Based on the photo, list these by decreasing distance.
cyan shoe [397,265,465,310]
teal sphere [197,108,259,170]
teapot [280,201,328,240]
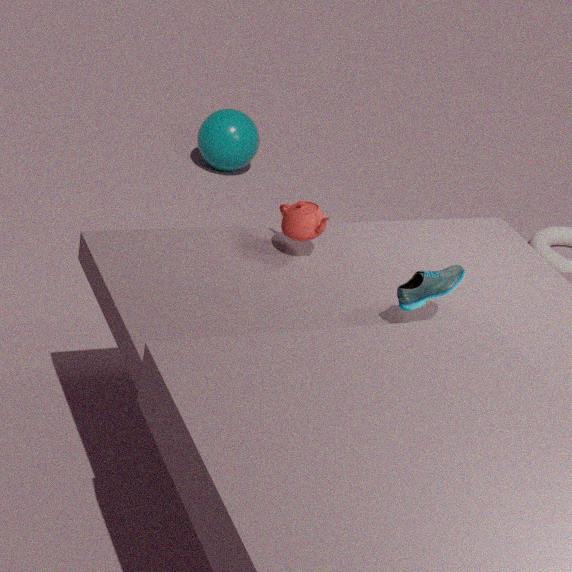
teal sphere [197,108,259,170] < teapot [280,201,328,240] < cyan shoe [397,265,465,310]
